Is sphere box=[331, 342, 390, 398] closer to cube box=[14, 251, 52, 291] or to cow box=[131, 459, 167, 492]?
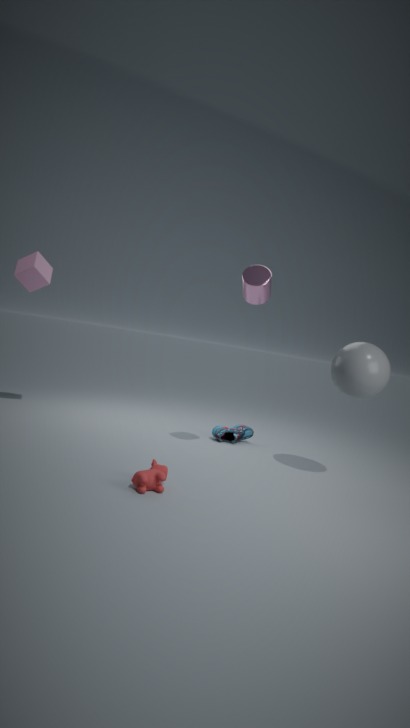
cow box=[131, 459, 167, 492]
